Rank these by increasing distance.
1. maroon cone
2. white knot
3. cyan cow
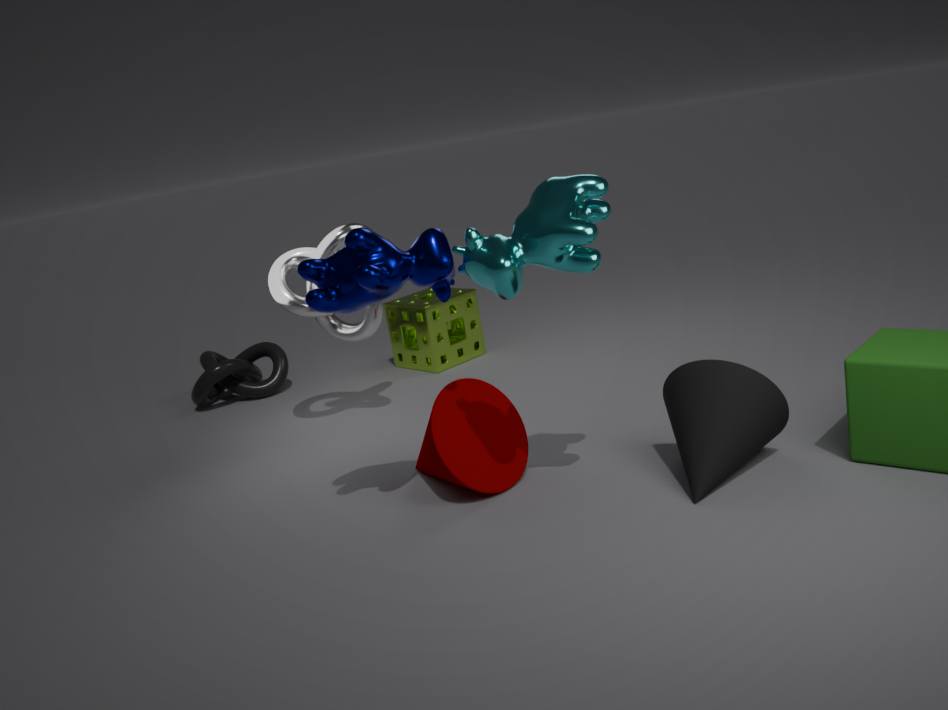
1. cyan cow
2. maroon cone
3. white knot
